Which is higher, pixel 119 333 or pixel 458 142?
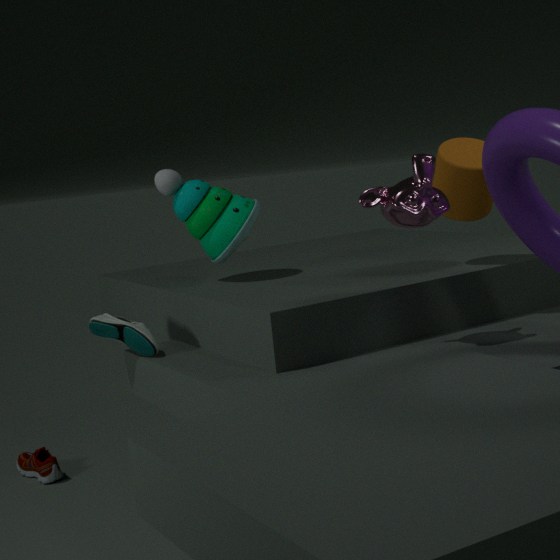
pixel 458 142
